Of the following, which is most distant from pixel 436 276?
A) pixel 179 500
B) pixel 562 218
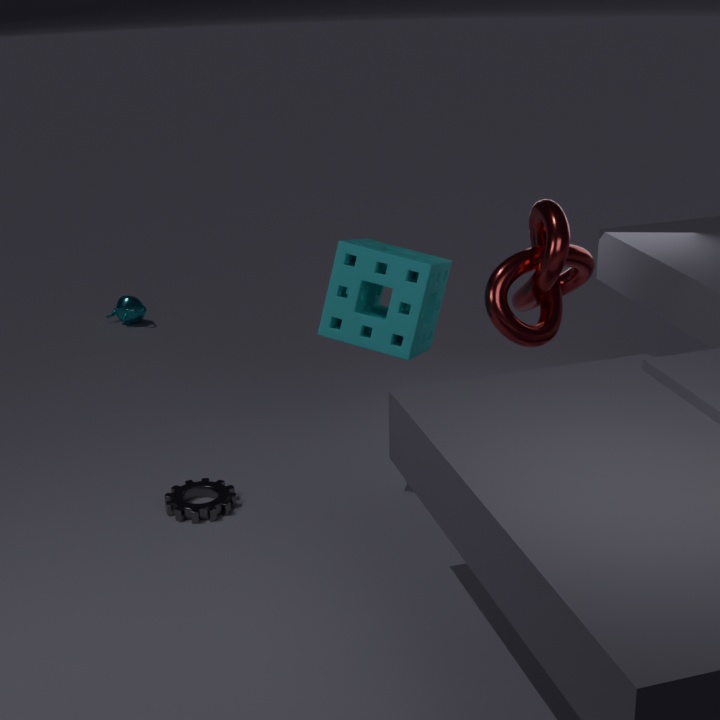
pixel 179 500
